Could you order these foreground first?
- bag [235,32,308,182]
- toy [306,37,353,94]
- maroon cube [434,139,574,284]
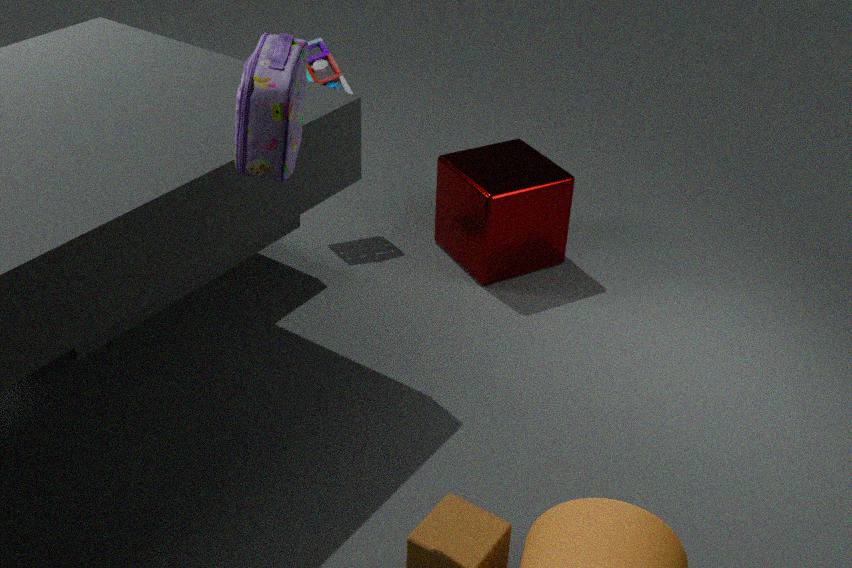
1. bag [235,32,308,182]
2. maroon cube [434,139,574,284]
3. toy [306,37,353,94]
